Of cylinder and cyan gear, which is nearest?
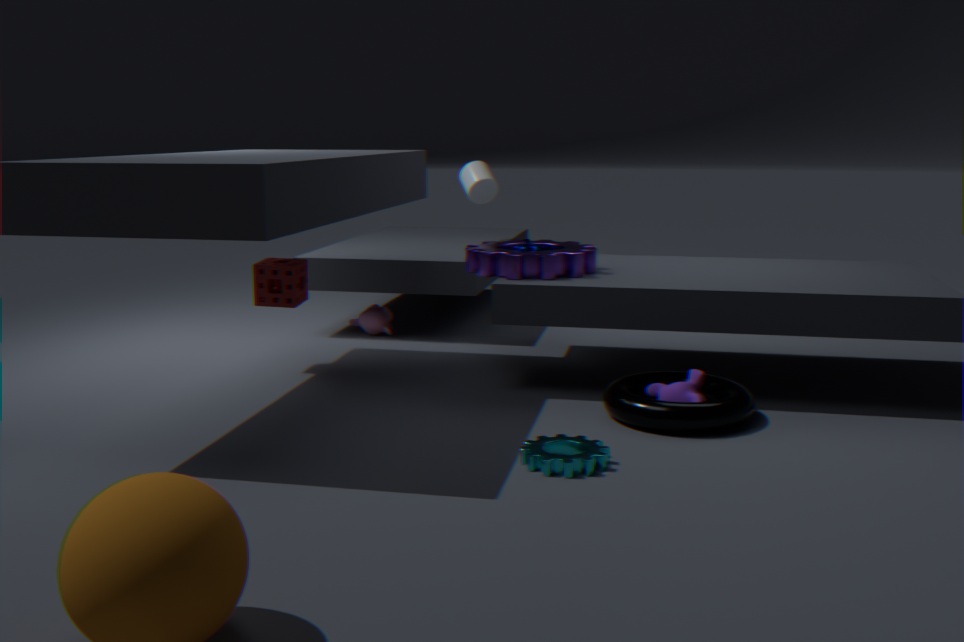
cyan gear
